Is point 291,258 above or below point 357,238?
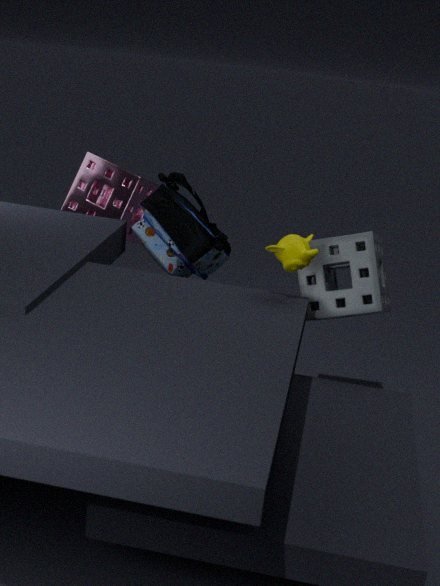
above
